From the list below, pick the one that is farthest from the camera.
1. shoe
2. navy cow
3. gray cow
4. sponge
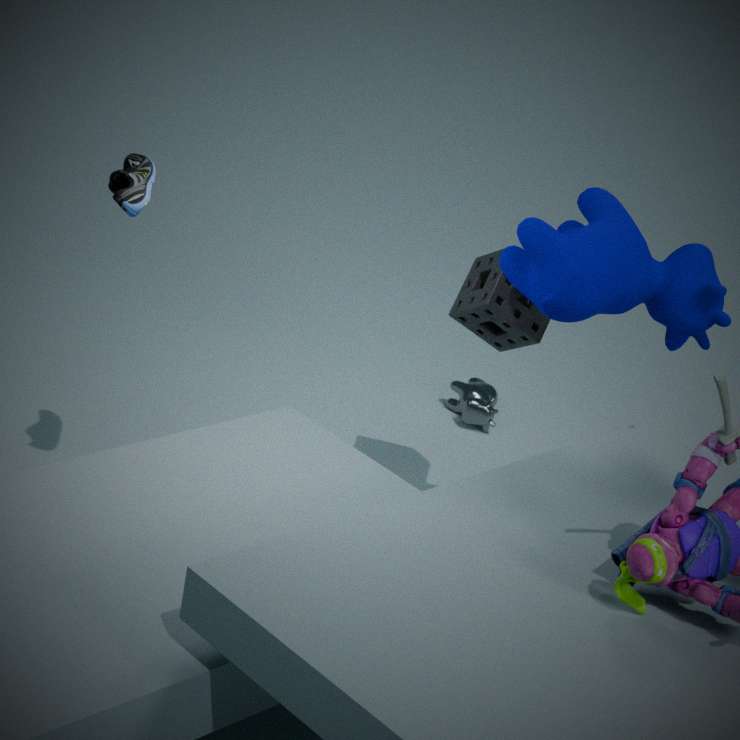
gray cow
